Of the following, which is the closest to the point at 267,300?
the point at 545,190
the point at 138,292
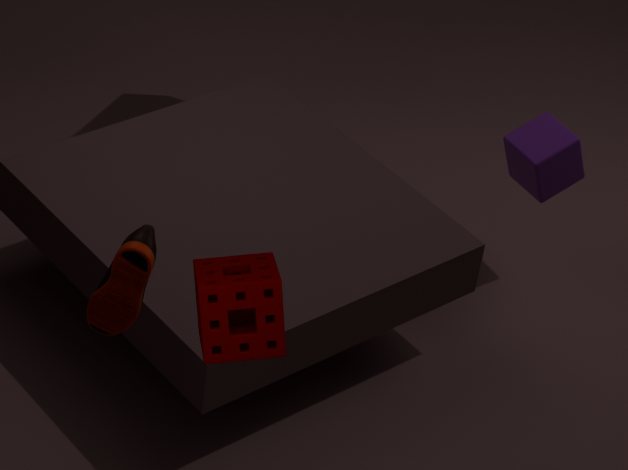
the point at 138,292
